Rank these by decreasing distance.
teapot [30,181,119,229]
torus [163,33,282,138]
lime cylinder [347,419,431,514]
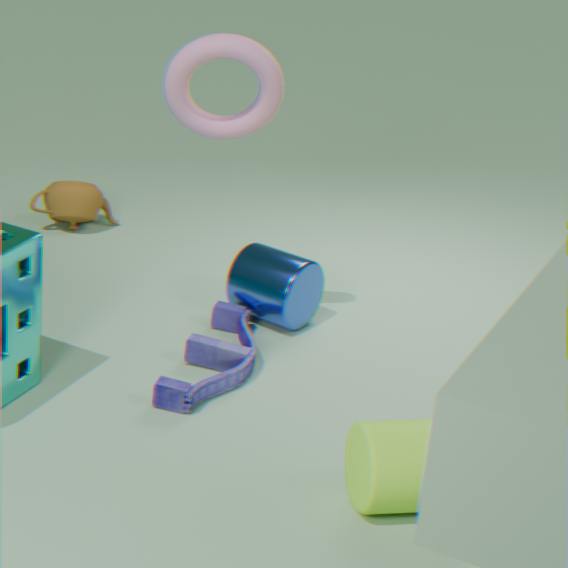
teapot [30,181,119,229] → torus [163,33,282,138] → lime cylinder [347,419,431,514]
